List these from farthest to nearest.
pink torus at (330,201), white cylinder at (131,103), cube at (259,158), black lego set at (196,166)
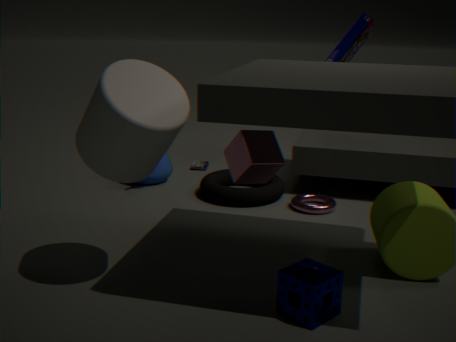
black lego set at (196,166), pink torus at (330,201), cube at (259,158), white cylinder at (131,103)
